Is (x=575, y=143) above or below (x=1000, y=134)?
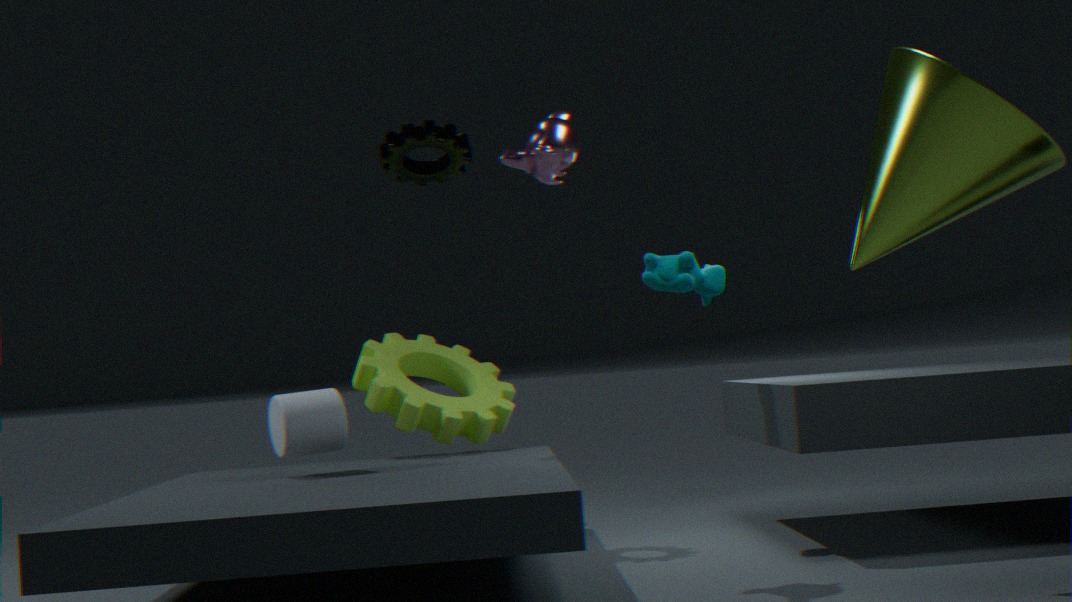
above
